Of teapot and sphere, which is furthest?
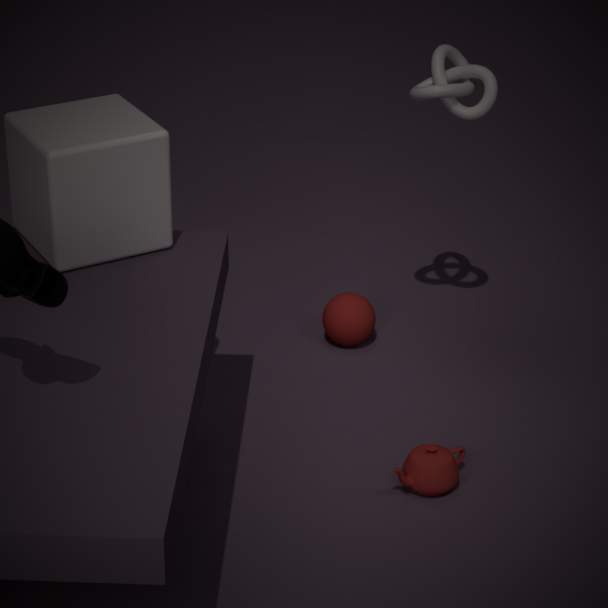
sphere
